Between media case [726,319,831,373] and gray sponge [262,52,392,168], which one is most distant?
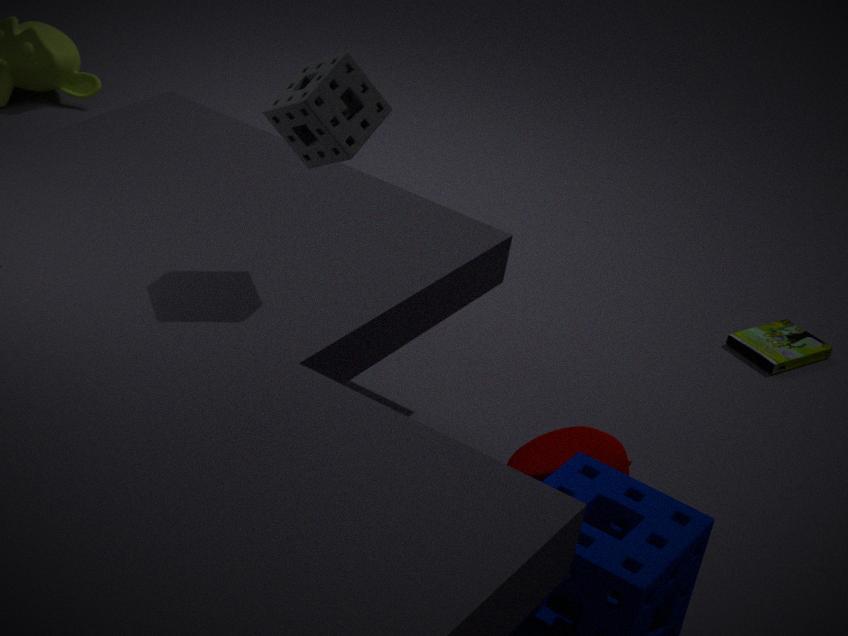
media case [726,319,831,373]
